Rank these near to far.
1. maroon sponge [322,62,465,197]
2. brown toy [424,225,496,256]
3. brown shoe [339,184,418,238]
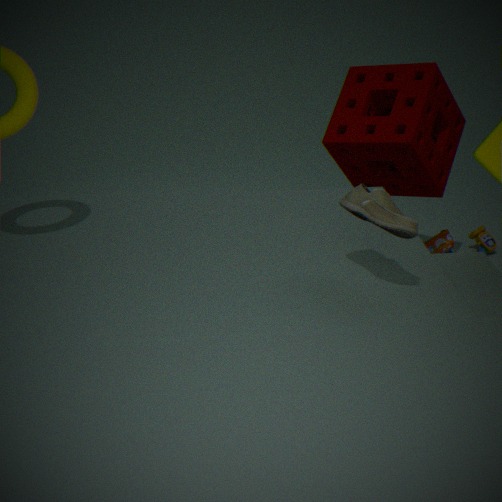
brown shoe [339,184,418,238], maroon sponge [322,62,465,197], brown toy [424,225,496,256]
